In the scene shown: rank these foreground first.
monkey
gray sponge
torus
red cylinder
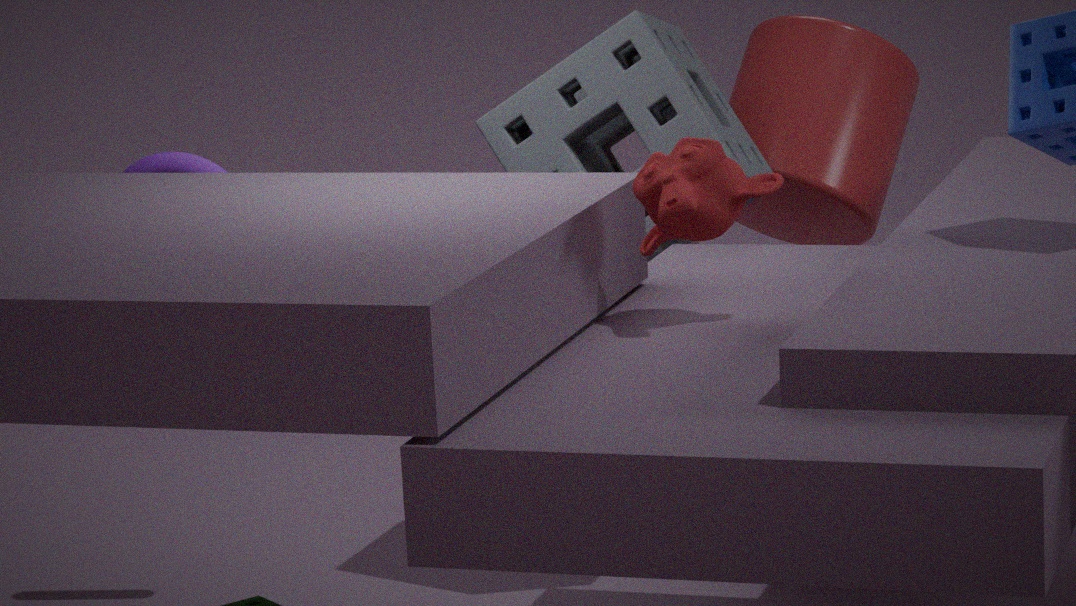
monkey < gray sponge < torus < red cylinder
